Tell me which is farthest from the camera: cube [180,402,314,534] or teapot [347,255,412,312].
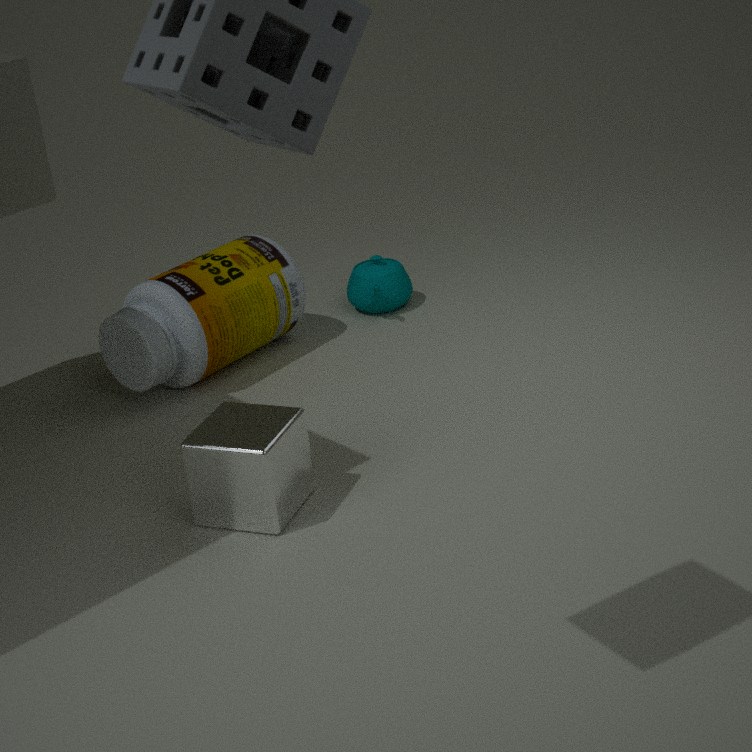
teapot [347,255,412,312]
